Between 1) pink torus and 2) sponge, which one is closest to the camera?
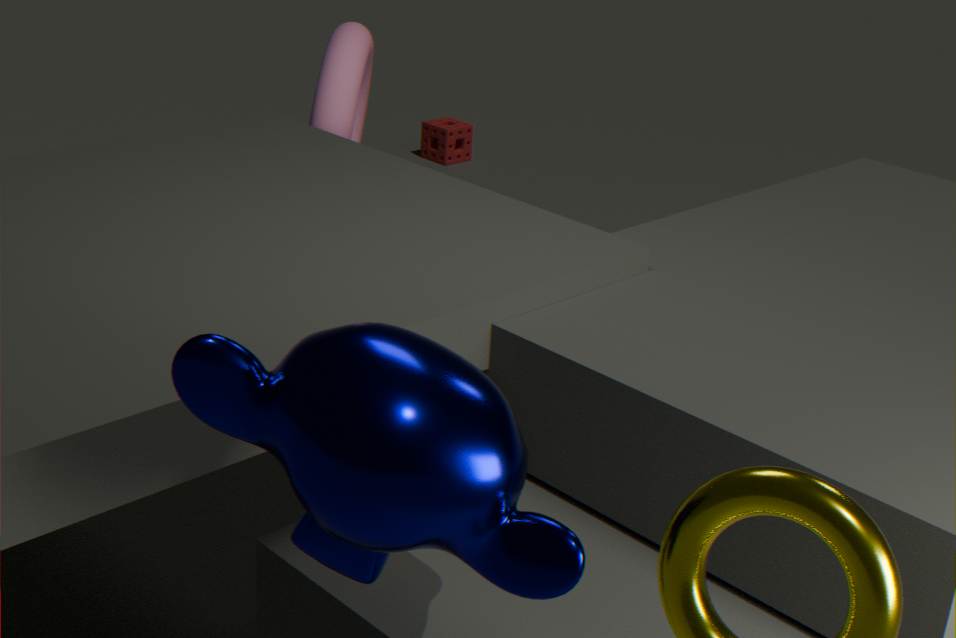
1. pink torus
